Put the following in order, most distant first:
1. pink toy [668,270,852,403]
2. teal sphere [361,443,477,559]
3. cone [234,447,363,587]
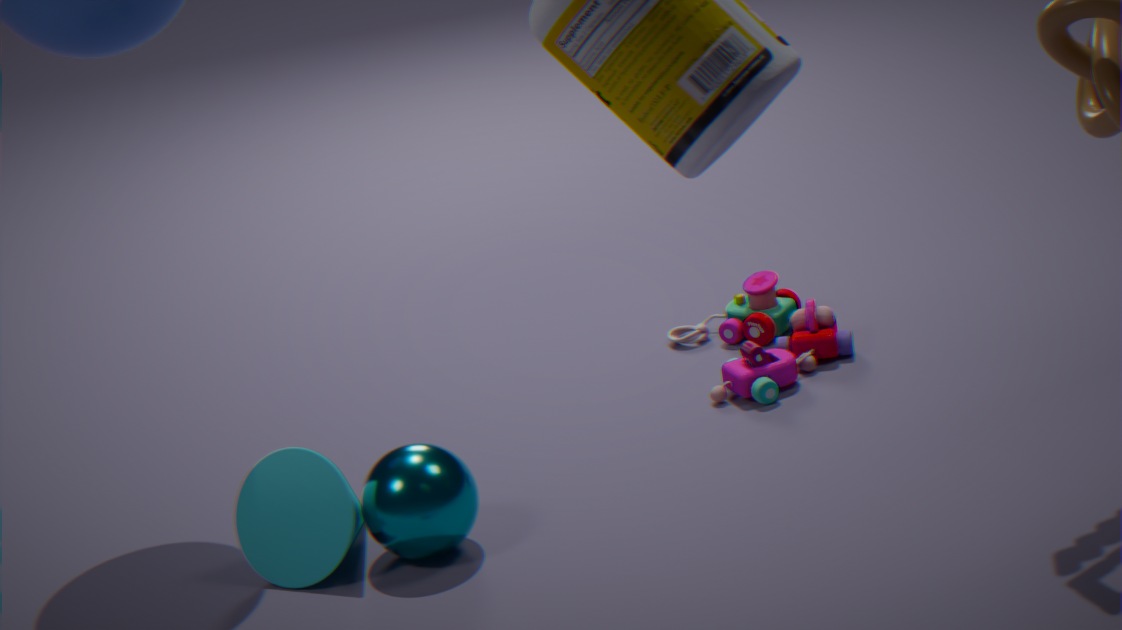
pink toy [668,270,852,403]
cone [234,447,363,587]
teal sphere [361,443,477,559]
